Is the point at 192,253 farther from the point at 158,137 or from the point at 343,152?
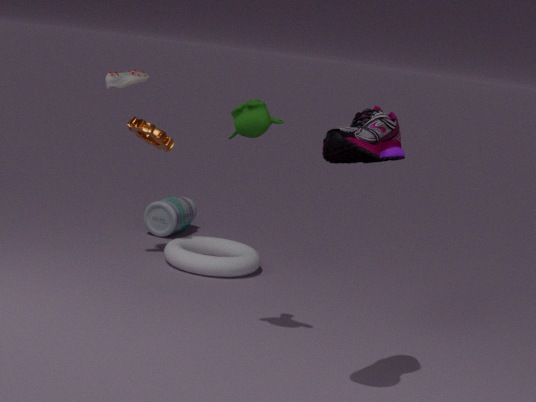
the point at 343,152
